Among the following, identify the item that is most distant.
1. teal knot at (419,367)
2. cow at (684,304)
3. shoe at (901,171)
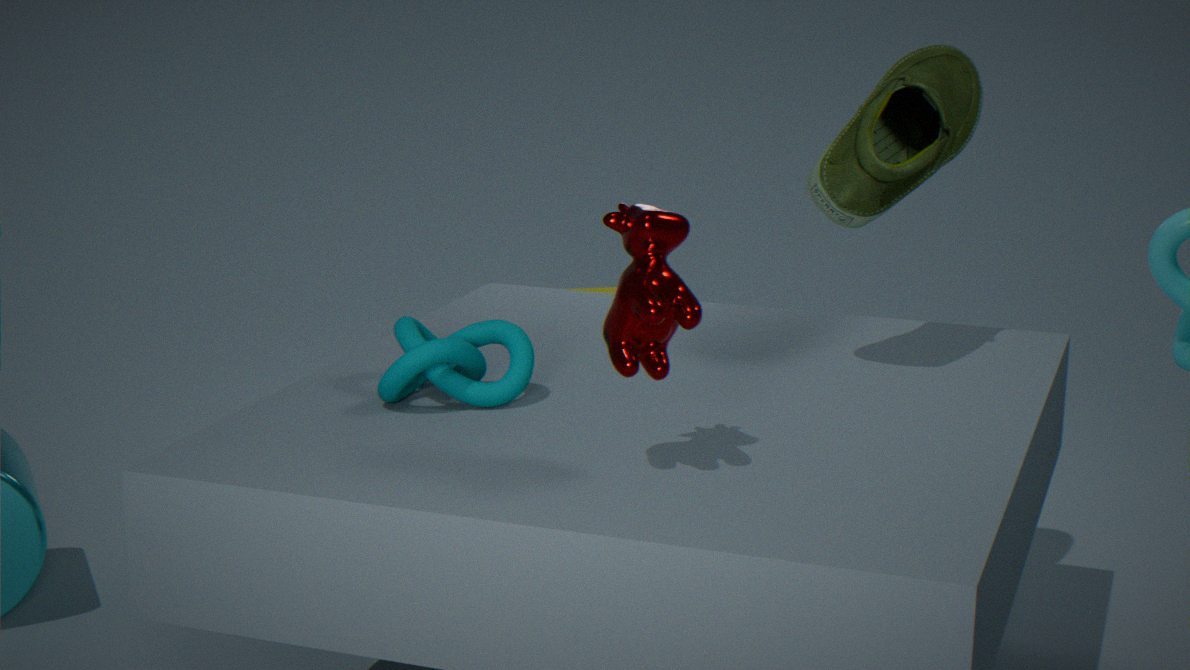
shoe at (901,171)
